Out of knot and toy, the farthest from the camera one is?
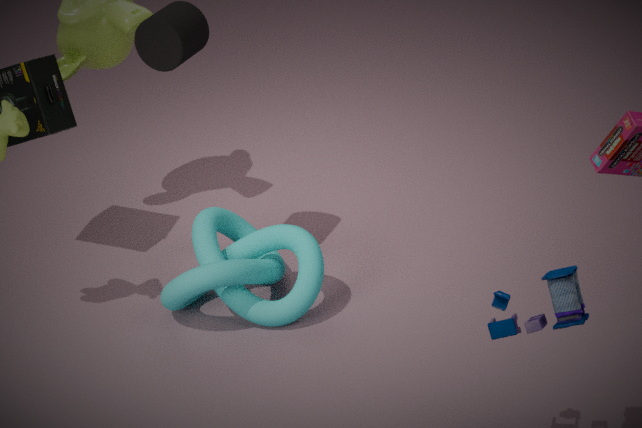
knot
